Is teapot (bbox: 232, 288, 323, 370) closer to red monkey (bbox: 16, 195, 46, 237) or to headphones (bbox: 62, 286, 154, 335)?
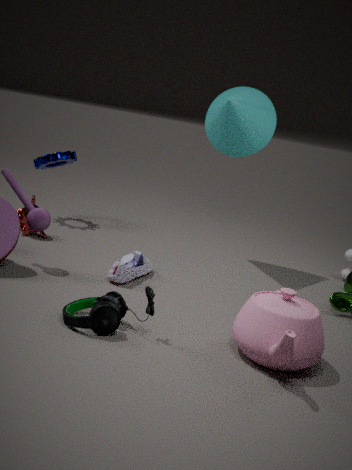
headphones (bbox: 62, 286, 154, 335)
